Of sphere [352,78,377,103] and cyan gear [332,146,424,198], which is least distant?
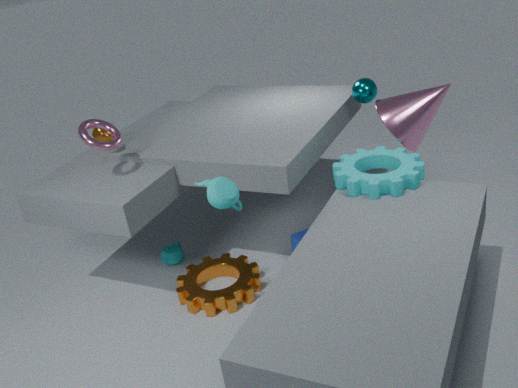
cyan gear [332,146,424,198]
